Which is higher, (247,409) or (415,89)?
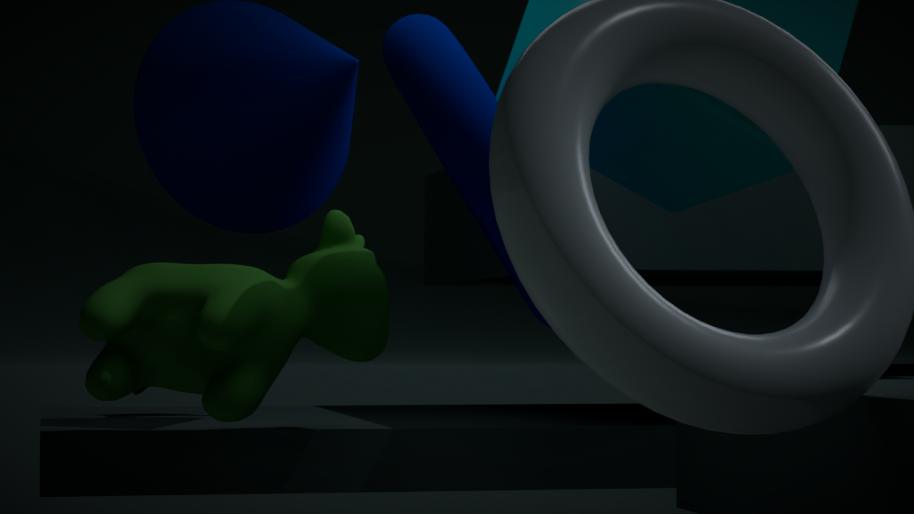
(415,89)
